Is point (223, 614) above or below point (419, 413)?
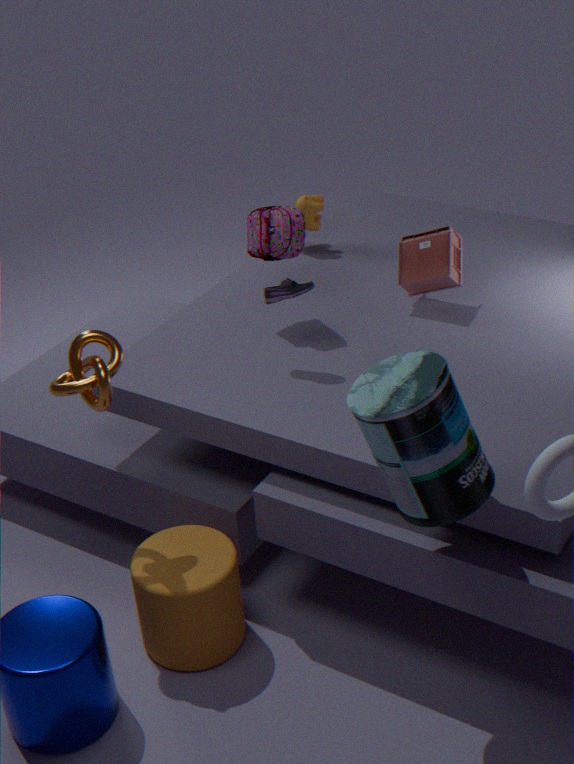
below
